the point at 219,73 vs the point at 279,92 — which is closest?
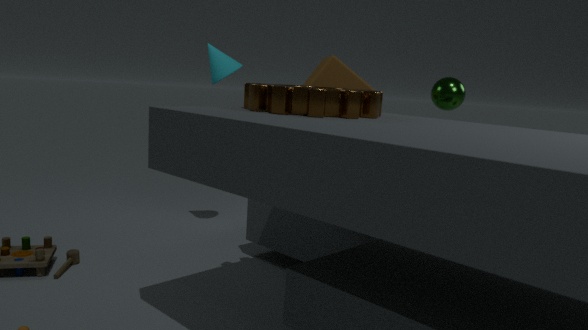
the point at 279,92
